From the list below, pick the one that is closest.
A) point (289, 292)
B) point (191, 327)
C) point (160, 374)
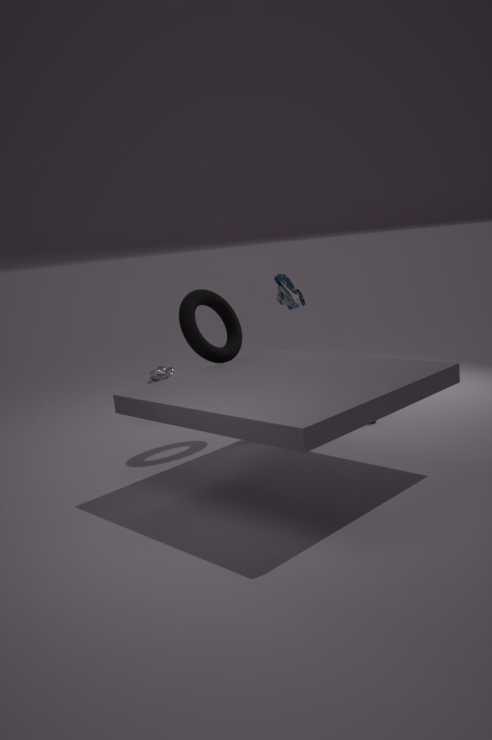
point (191, 327)
